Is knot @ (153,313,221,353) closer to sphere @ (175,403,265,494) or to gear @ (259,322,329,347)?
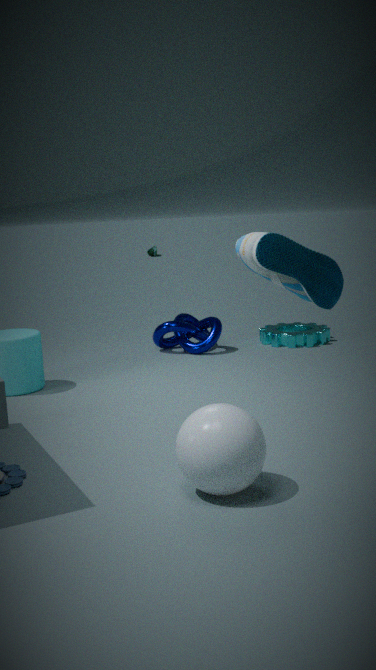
gear @ (259,322,329,347)
